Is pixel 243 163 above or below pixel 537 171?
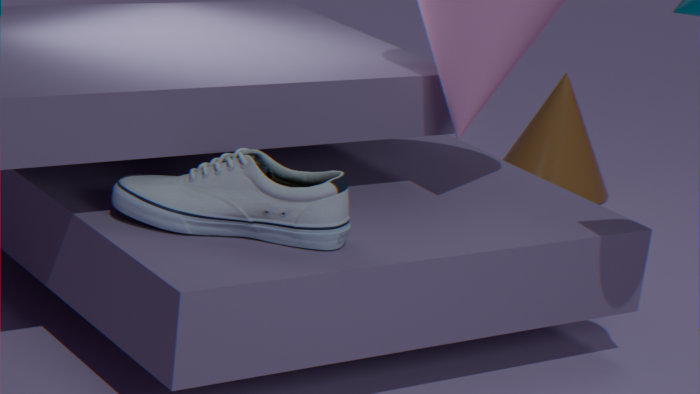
above
